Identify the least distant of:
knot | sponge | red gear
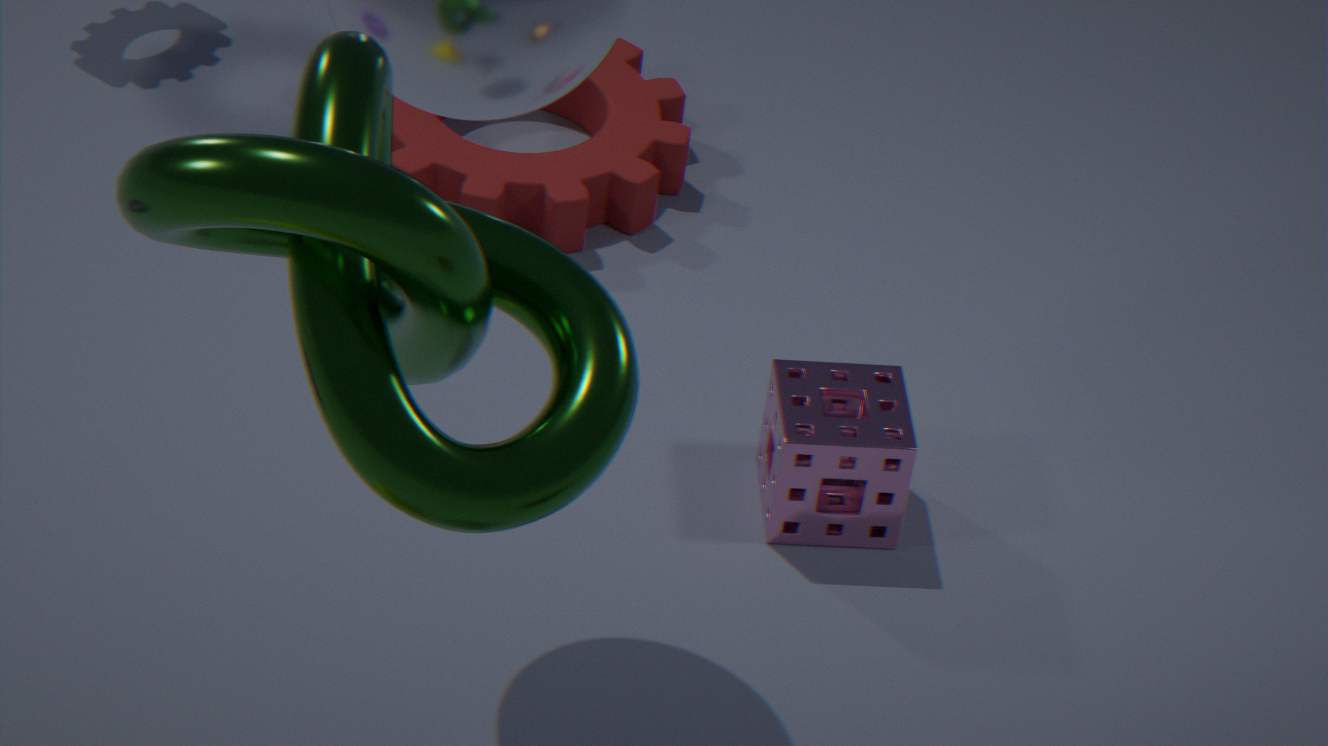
knot
